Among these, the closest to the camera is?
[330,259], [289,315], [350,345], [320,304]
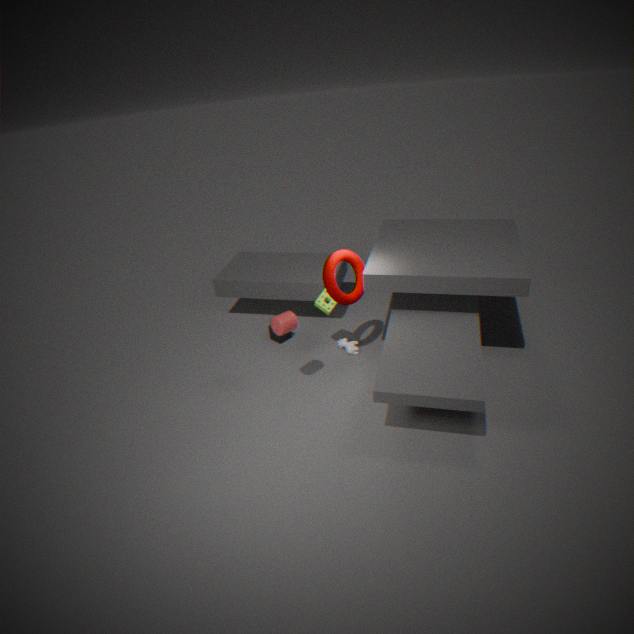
[289,315]
